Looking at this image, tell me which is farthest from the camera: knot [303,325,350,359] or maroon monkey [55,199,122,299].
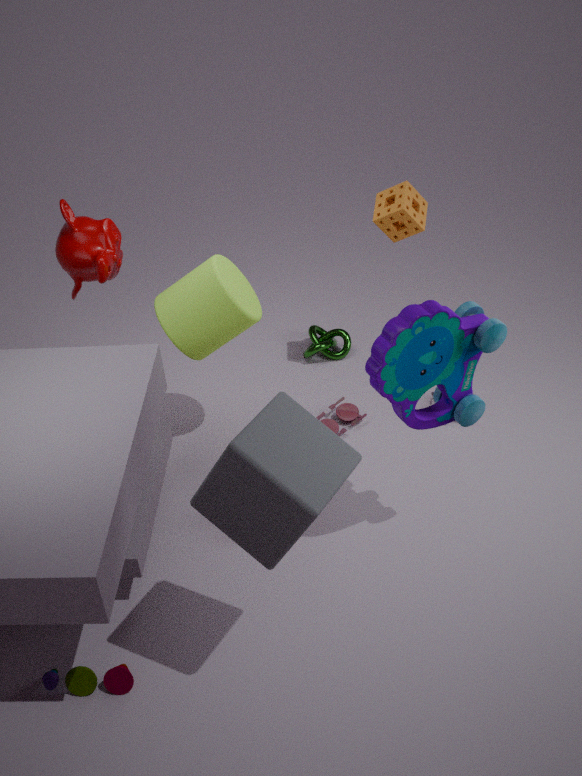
knot [303,325,350,359]
